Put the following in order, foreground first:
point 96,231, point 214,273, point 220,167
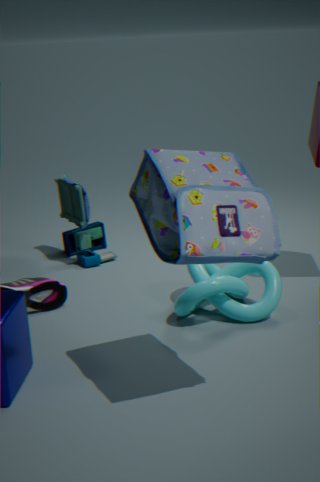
1. point 220,167
2. point 214,273
3. point 96,231
